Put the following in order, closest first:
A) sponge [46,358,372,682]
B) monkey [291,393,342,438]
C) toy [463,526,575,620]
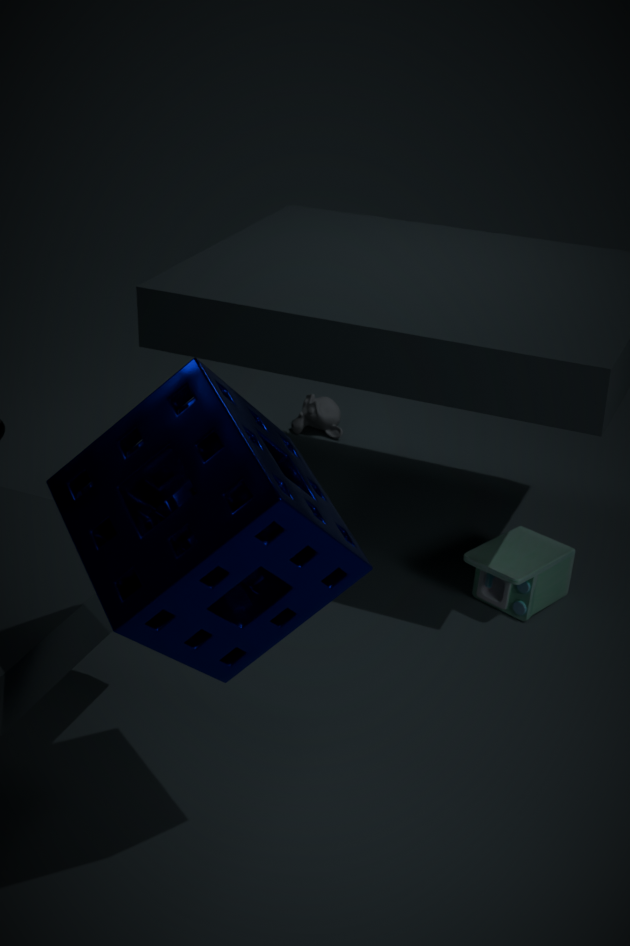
1. sponge [46,358,372,682]
2. toy [463,526,575,620]
3. monkey [291,393,342,438]
